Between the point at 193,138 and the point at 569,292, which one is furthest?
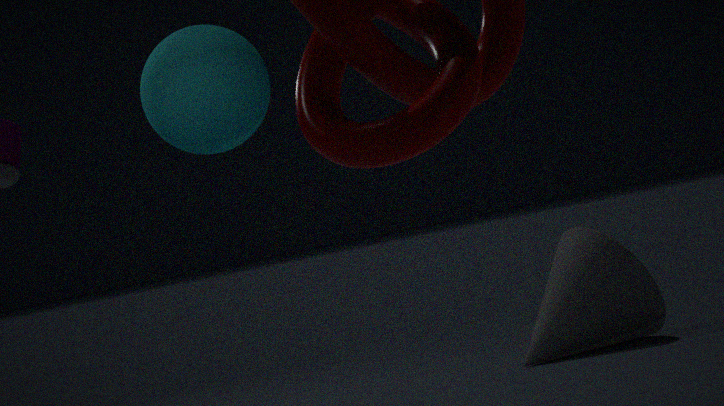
the point at 569,292
